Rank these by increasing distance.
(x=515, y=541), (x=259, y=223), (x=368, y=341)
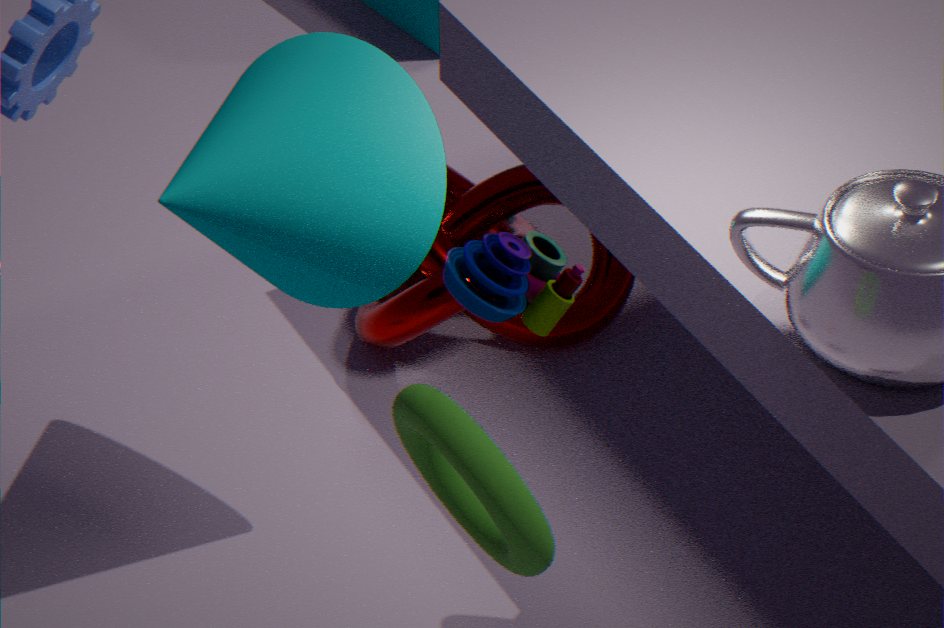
(x=515, y=541) < (x=259, y=223) < (x=368, y=341)
